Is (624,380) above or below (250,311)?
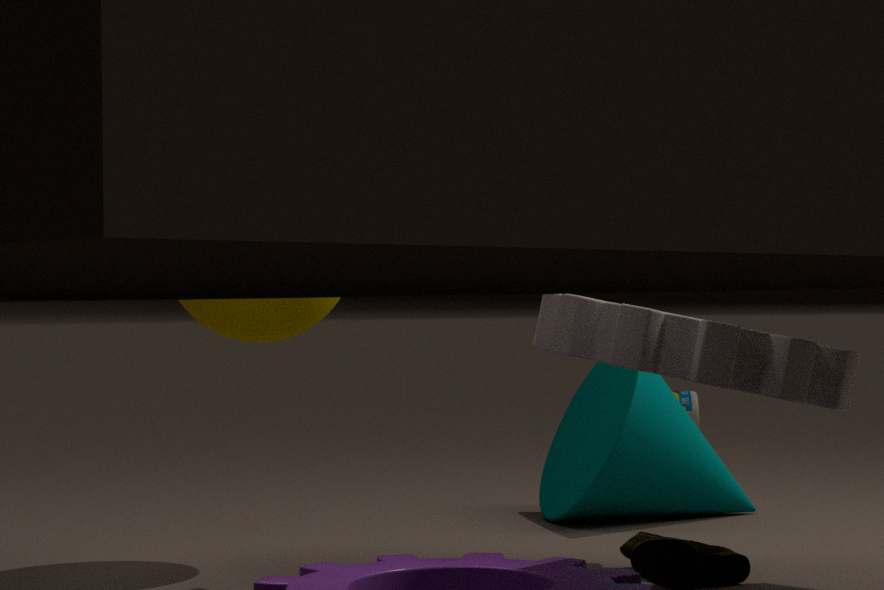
below
